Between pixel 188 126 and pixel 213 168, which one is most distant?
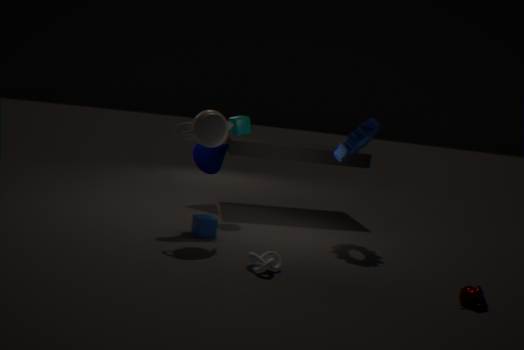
pixel 213 168
